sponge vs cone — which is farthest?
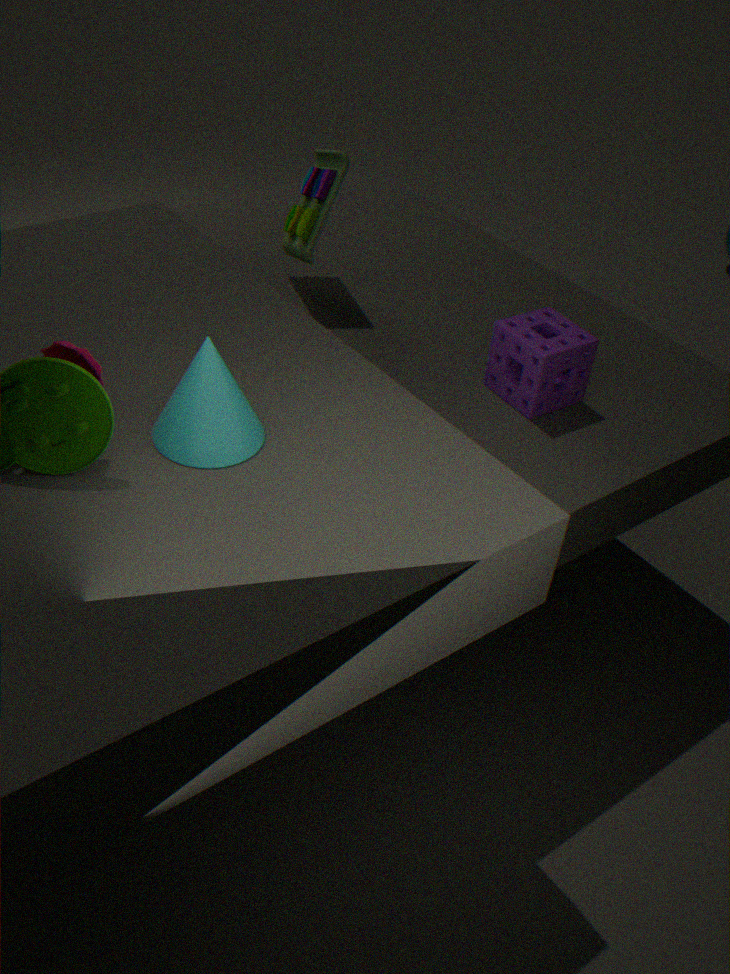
sponge
